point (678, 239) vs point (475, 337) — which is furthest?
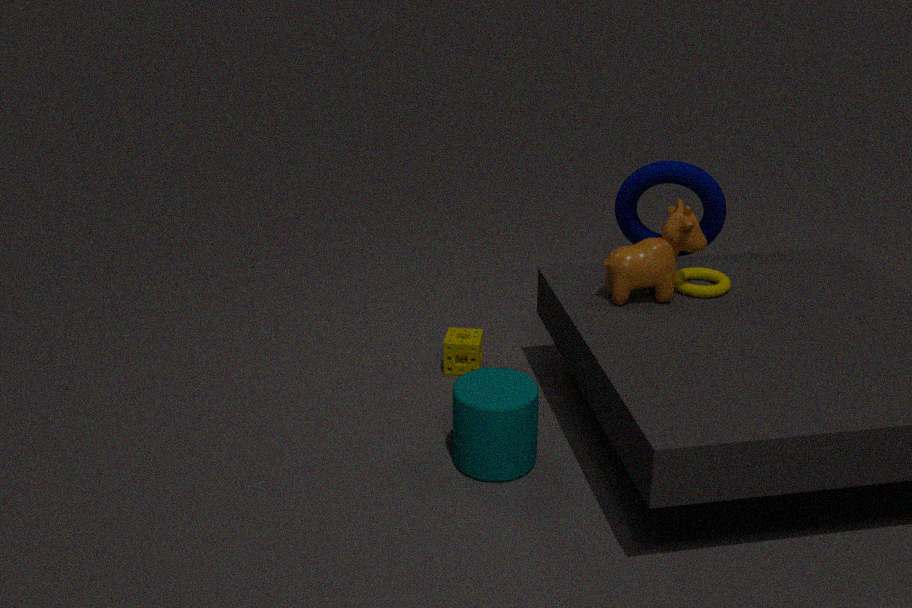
point (475, 337)
